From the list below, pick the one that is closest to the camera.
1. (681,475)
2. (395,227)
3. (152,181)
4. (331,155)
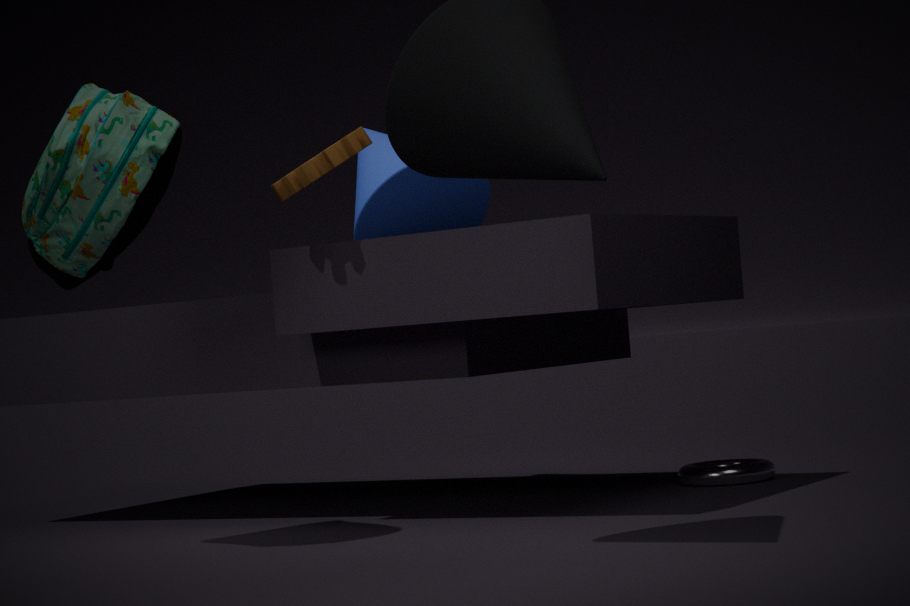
(152,181)
